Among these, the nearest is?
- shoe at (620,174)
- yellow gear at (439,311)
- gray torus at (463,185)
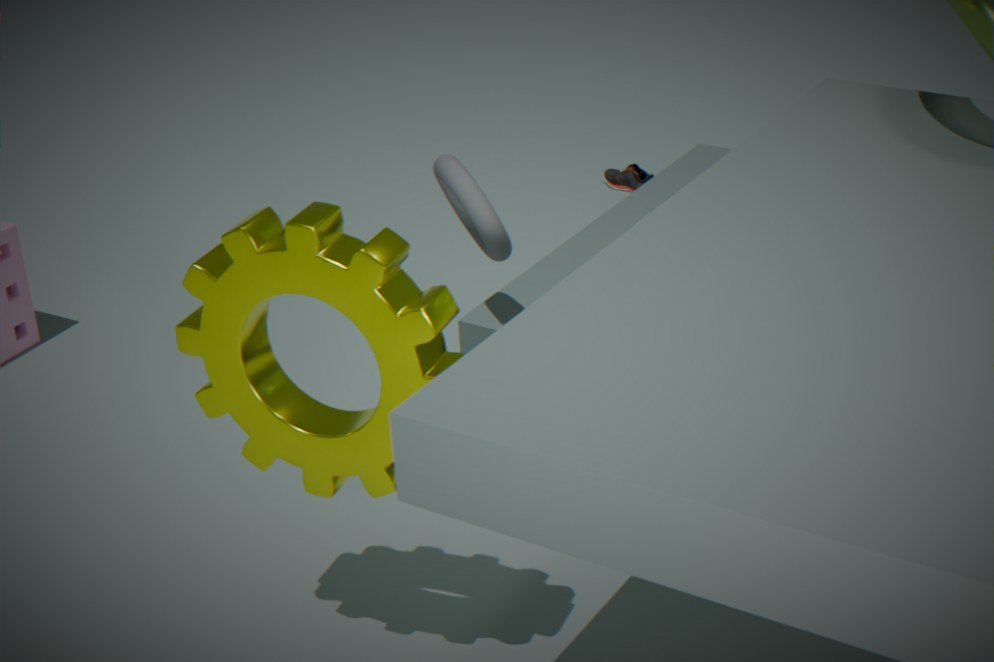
yellow gear at (439,311)
